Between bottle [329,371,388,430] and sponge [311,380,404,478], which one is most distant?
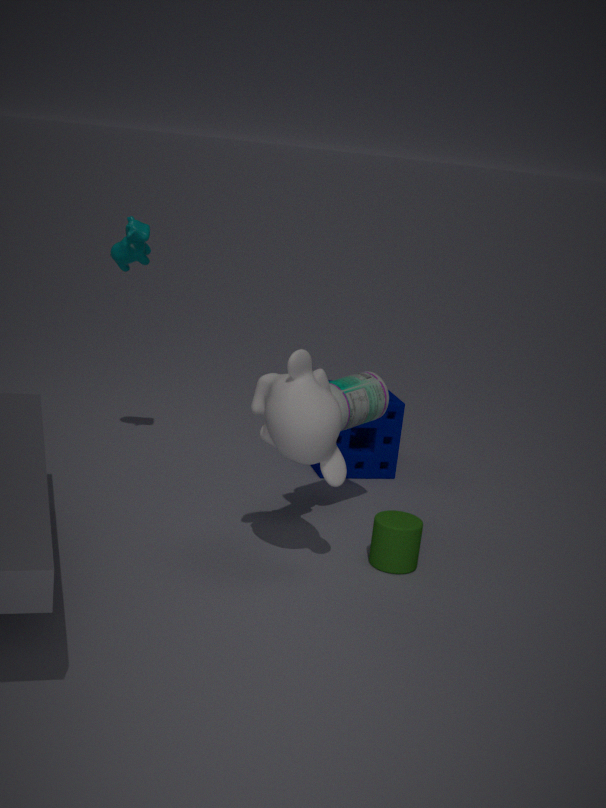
sponge [311,380,404,478]
